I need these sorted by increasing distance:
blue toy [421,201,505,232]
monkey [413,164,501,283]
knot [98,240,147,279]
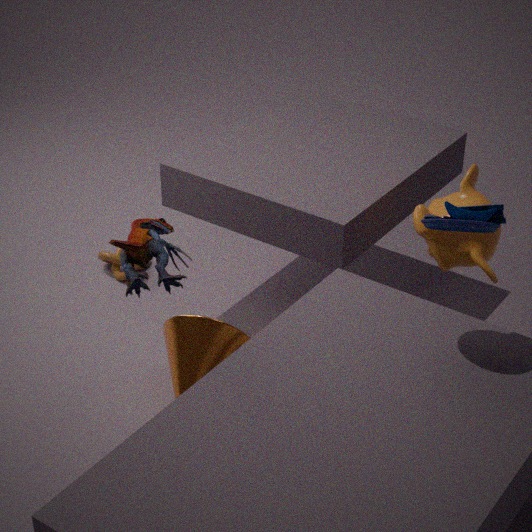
blue toy [421,201,505,232] → monkey [413,164,501,283] → knot [98,240,147,279]
